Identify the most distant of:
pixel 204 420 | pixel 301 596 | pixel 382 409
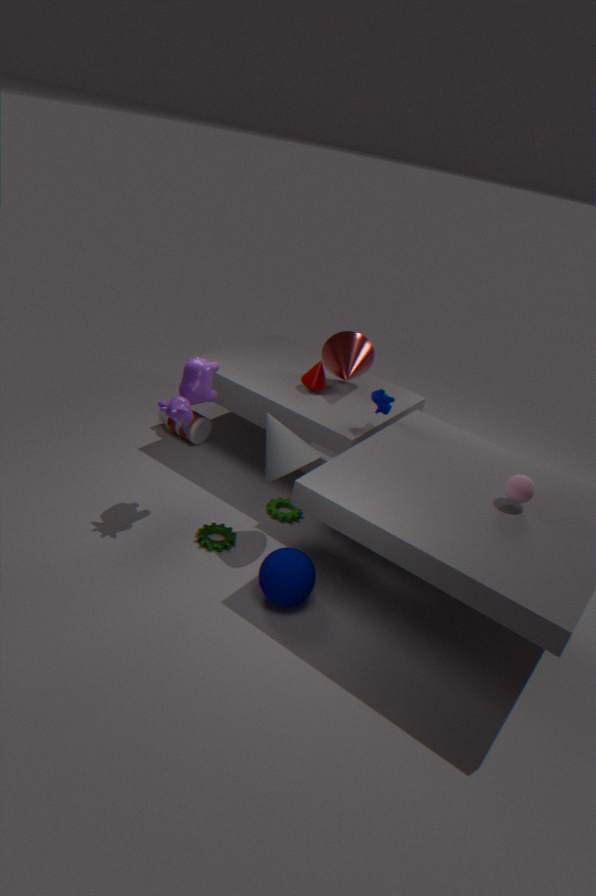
pixel 204 420
